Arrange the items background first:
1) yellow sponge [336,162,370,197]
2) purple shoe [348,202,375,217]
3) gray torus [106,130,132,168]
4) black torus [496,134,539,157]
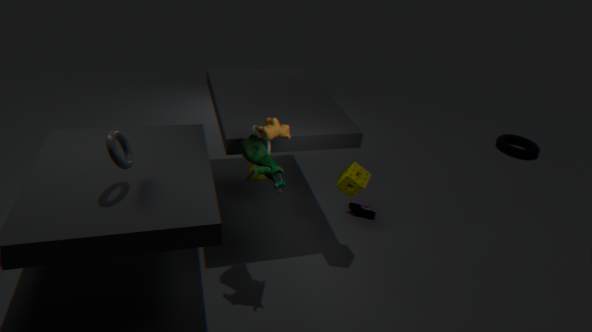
1. 4. black torus [496,134,539,157]
2. 2. purple shoe [348,202,375,217]
3. 1. yellow sponge [336,162,370,197]
4. 3. gray torus [106,130,132,168]
